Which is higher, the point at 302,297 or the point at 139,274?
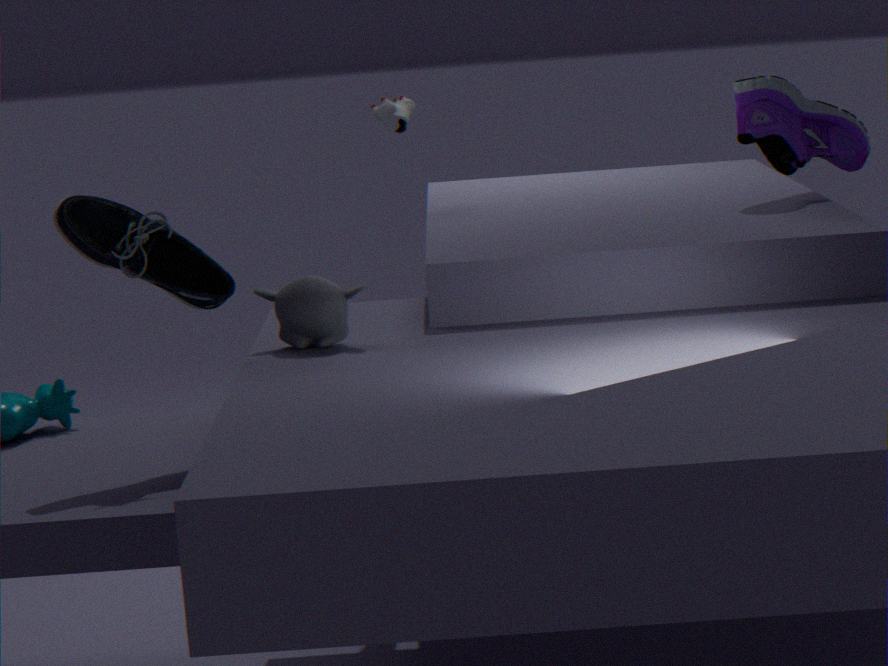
the point at 139,274
